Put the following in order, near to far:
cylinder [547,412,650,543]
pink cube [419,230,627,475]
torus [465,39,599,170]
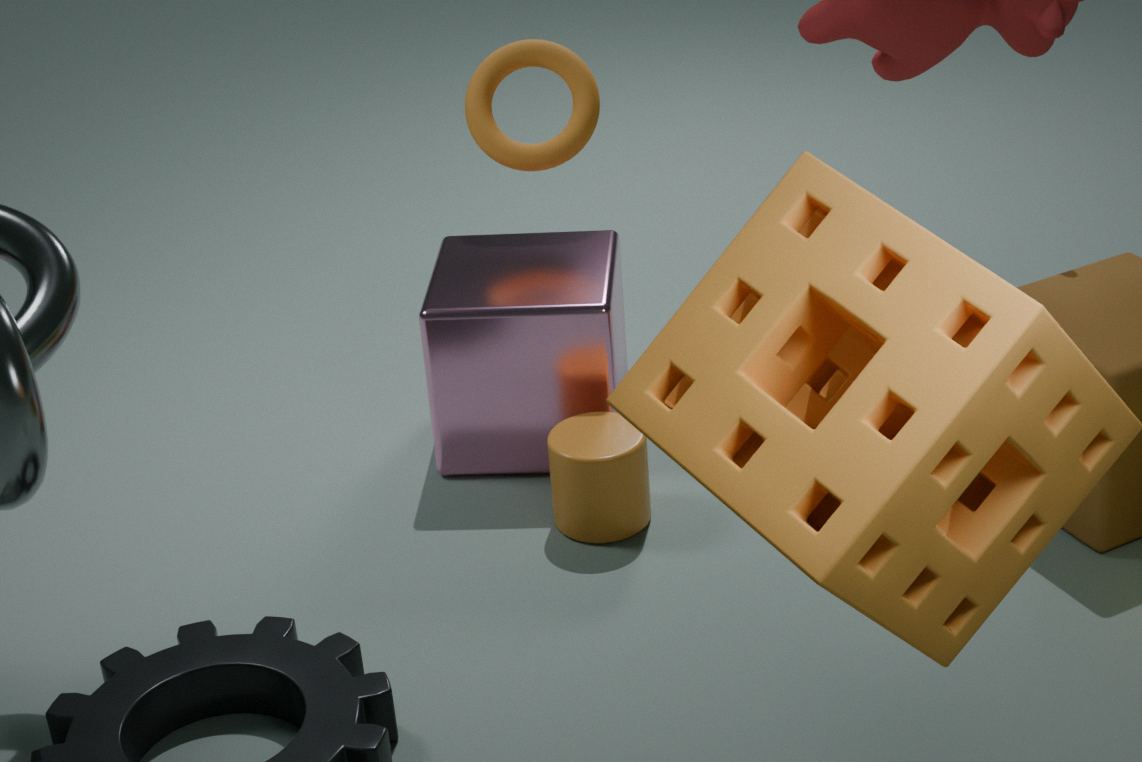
cylinder [547,412,650,543] < pink cube [419,230,627,475] < torus [465,39,599,170]
